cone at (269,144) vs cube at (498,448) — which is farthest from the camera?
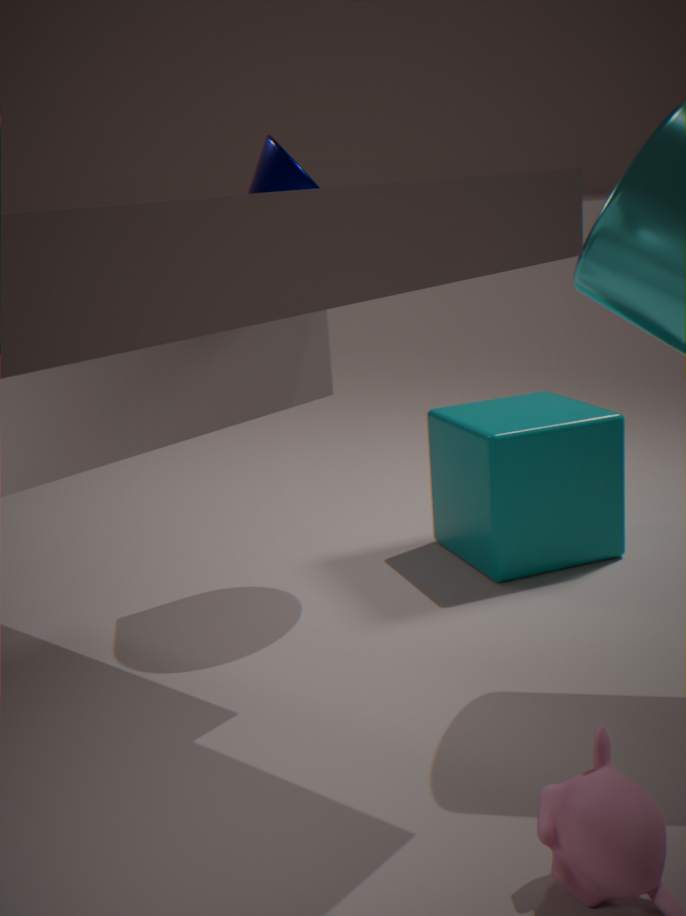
cube at (498,448)
